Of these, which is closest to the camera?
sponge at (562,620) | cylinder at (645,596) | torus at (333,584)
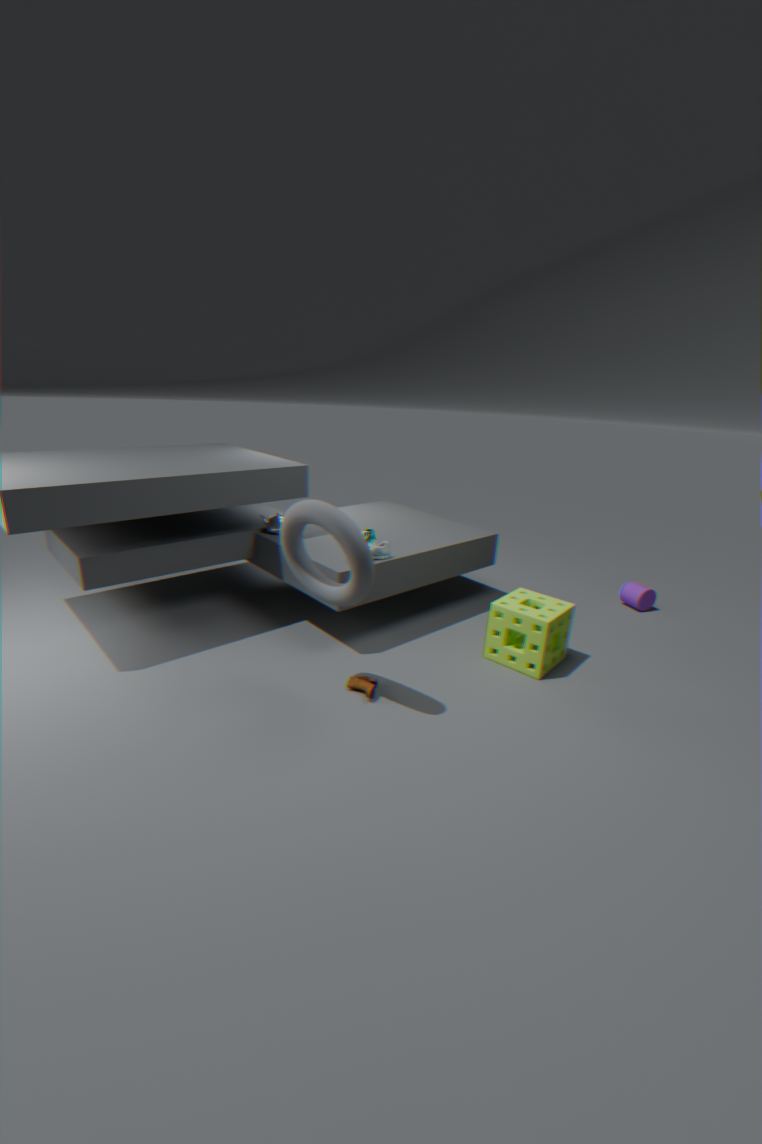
torus at (333,584)
